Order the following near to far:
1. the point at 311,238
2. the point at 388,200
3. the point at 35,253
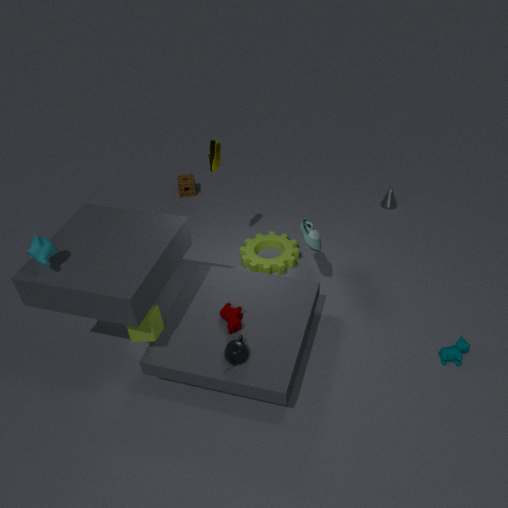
the point at 35,253 < the point at 311,238 < the point at 388,200
